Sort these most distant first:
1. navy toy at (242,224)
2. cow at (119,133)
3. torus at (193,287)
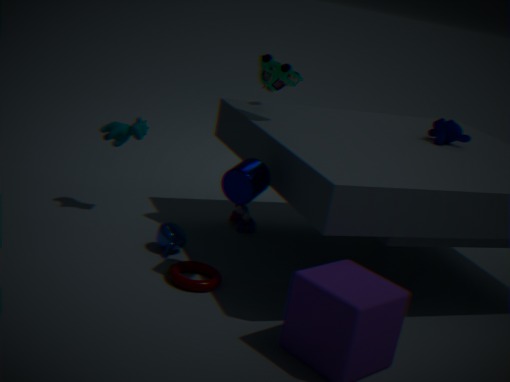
navy toy at (242,224) → cow at (119,133) → torus at (193,287)
